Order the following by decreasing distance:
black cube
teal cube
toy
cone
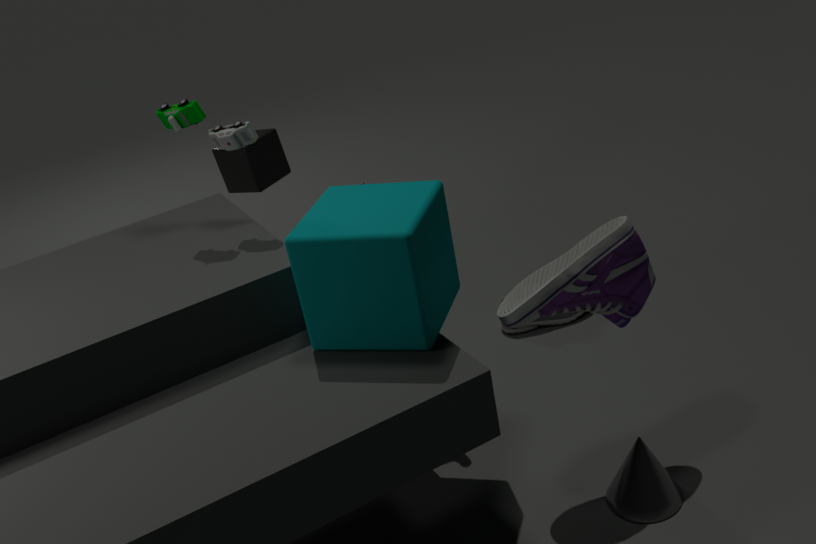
black cube
toy
cone
teal cube
